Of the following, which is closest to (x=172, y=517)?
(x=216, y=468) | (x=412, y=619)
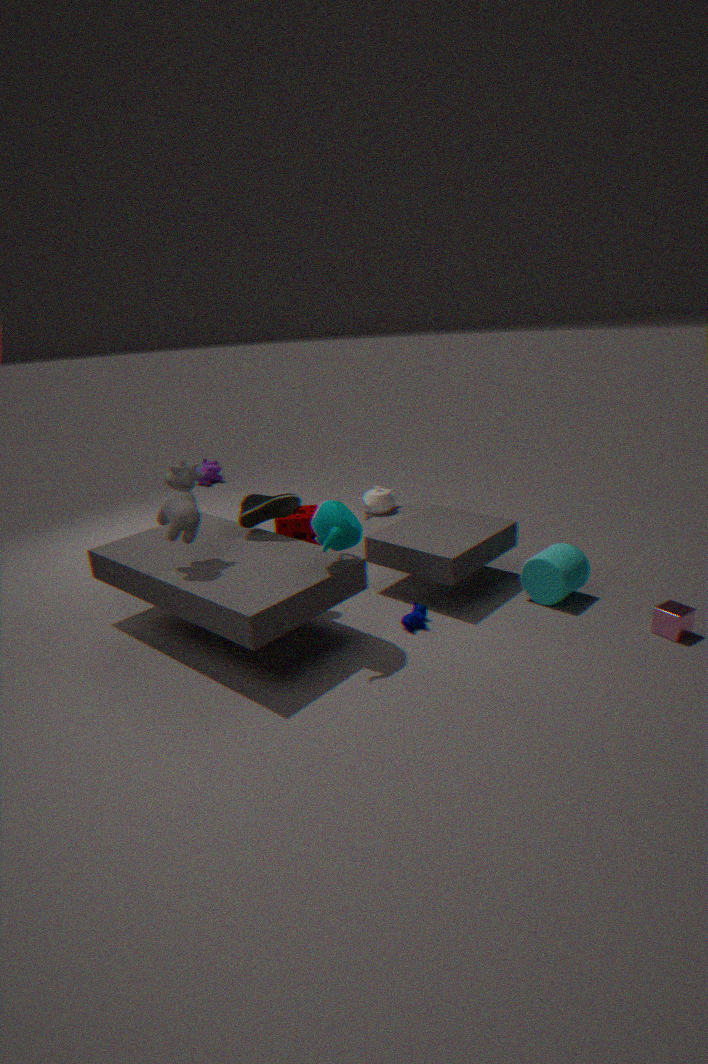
(x=412, y=619)
